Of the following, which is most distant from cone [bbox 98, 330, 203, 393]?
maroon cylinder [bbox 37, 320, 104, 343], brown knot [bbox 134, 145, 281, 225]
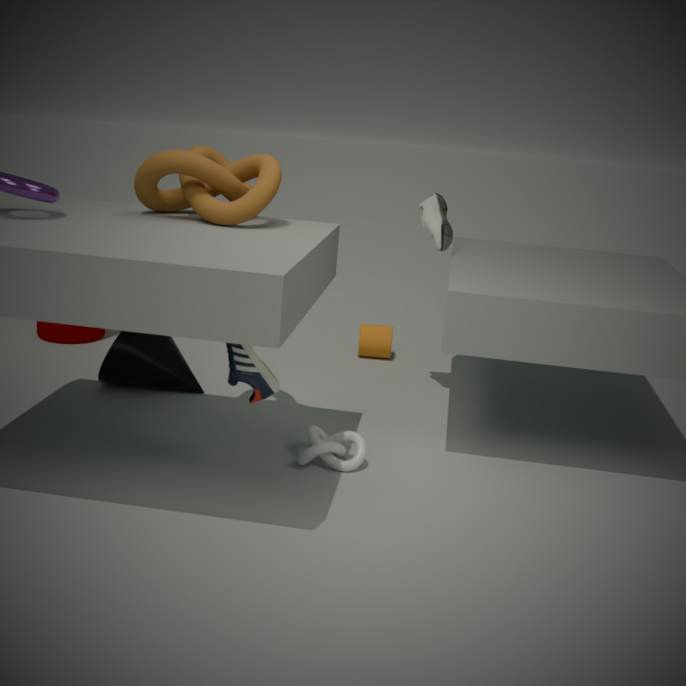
brown knot [bbox 134, 145, 281, 225]
